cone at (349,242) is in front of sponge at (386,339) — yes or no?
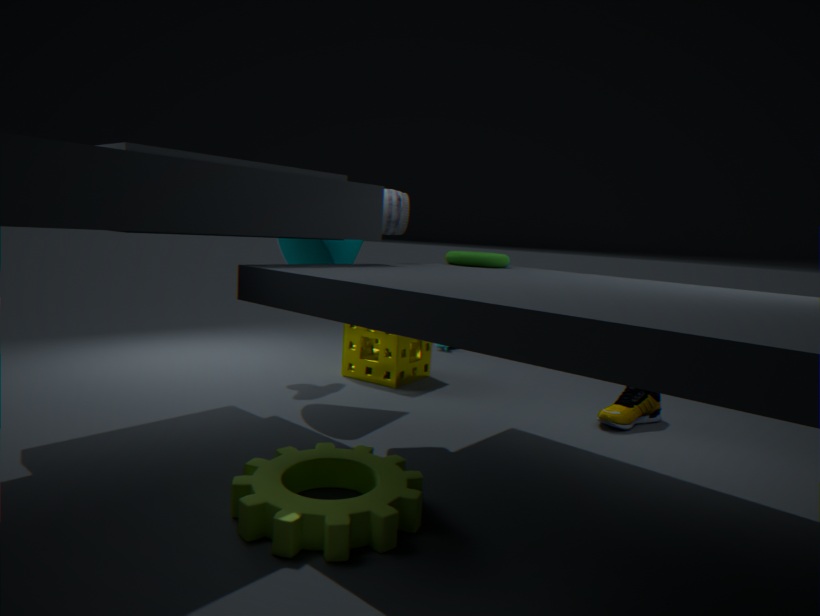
Yes
